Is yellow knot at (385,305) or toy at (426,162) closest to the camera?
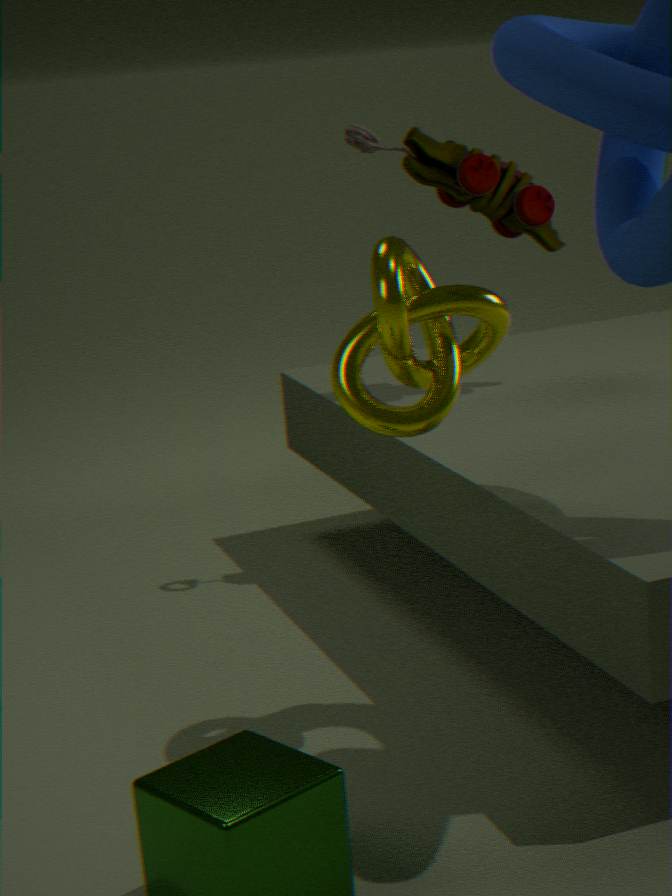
yellow knot at (385,305)
